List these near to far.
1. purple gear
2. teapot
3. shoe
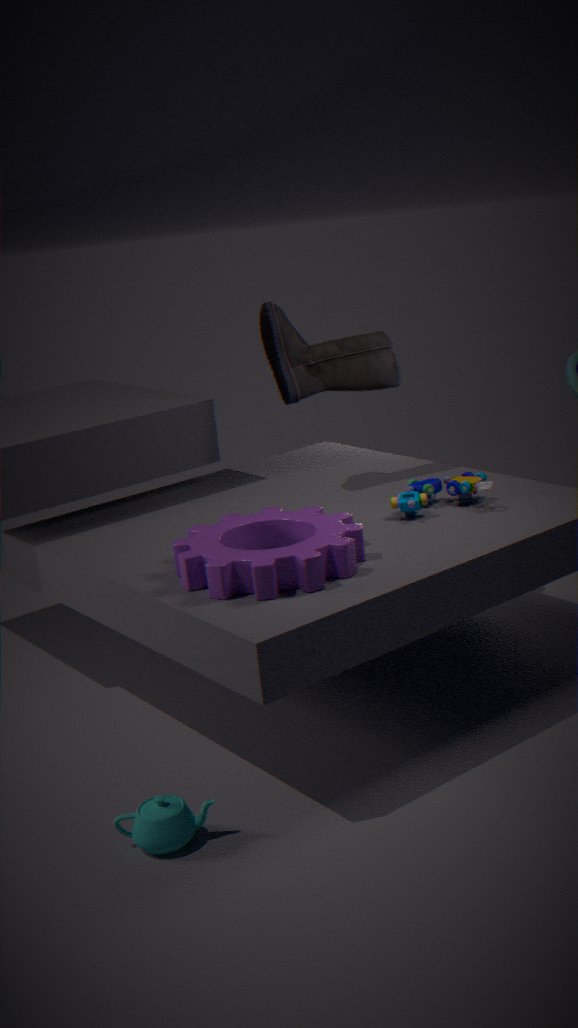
1. teapot
2. purple gear
3. shoe
